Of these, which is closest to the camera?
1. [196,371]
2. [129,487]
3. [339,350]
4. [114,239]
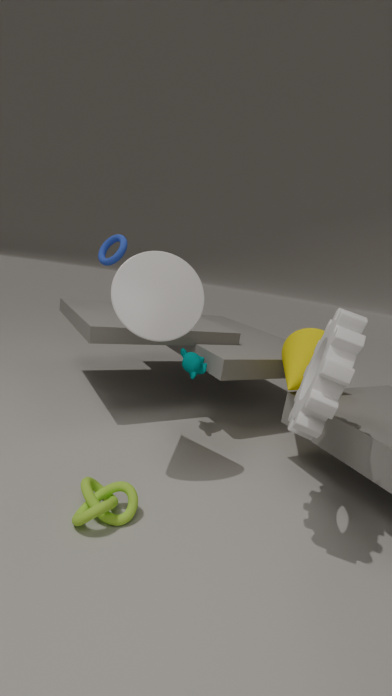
[339,350]
